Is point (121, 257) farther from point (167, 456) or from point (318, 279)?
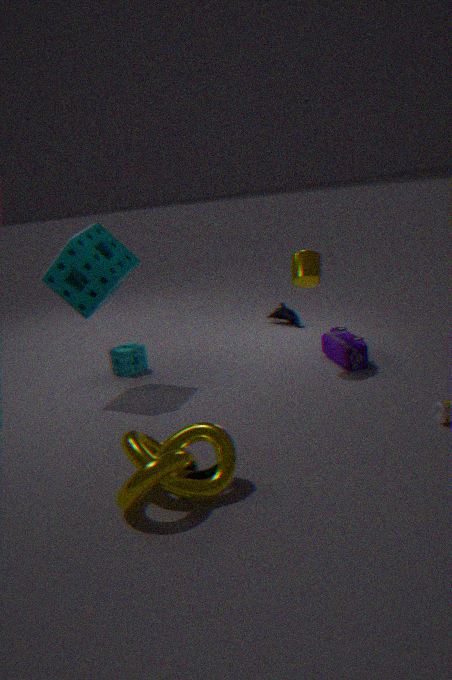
point (167, 456)
